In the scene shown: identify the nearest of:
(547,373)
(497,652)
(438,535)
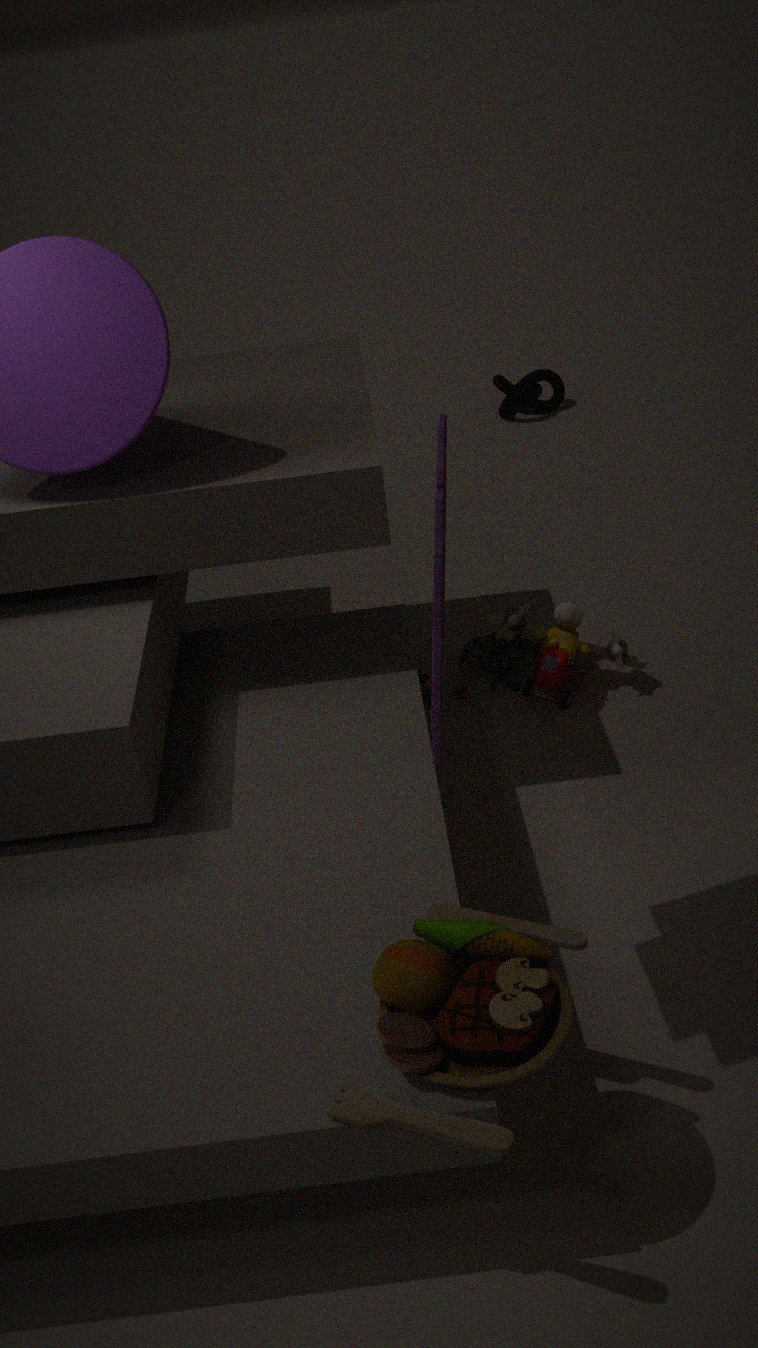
(438,535)
